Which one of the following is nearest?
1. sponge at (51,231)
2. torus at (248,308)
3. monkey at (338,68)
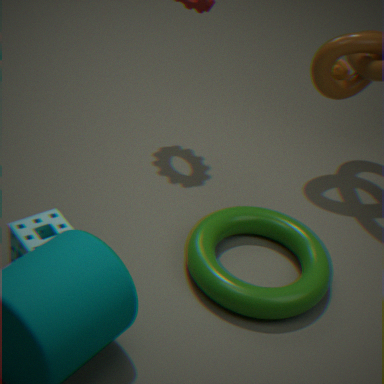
sponge at (51,231)
